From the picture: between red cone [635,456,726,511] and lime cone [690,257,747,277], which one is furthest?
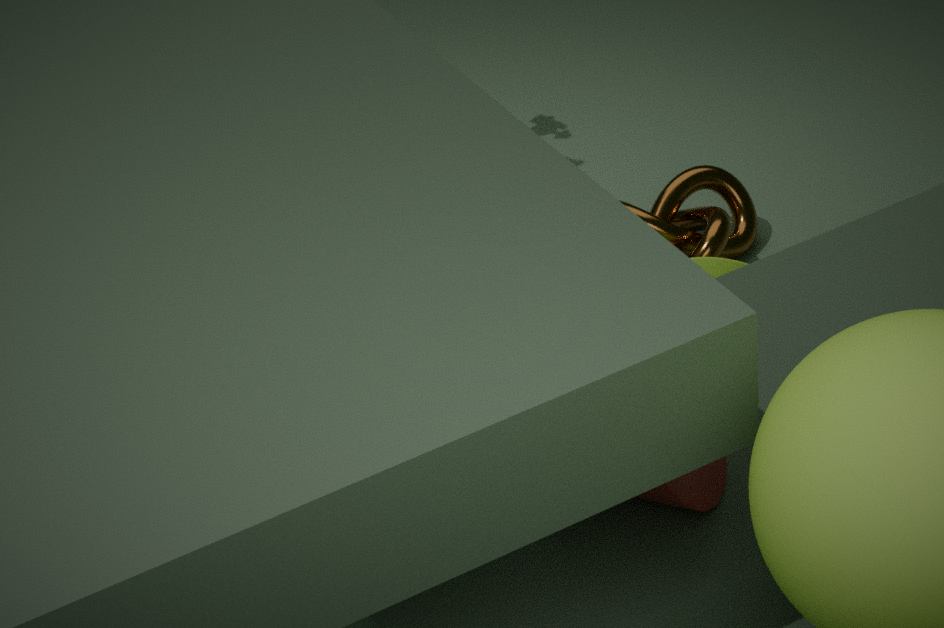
lime cone [690,257,747,277]
